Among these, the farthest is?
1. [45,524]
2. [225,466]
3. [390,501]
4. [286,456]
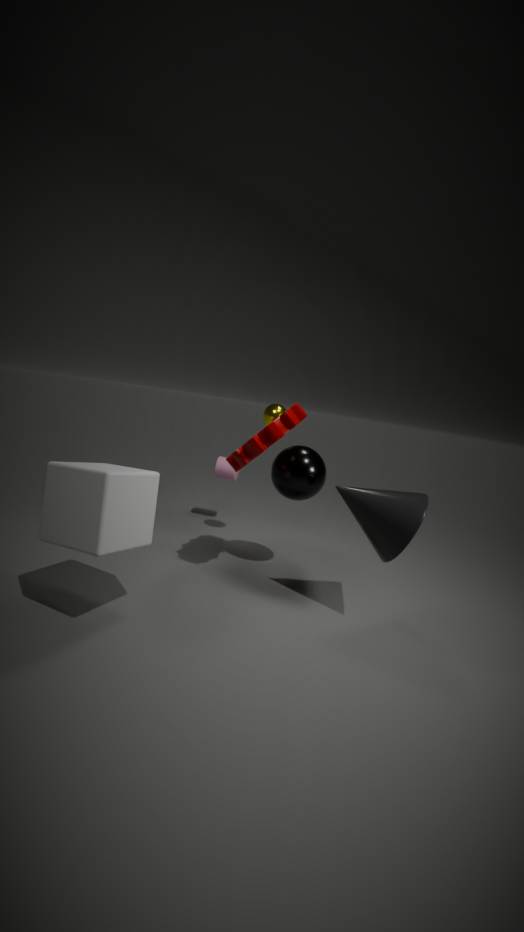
[225,466]
